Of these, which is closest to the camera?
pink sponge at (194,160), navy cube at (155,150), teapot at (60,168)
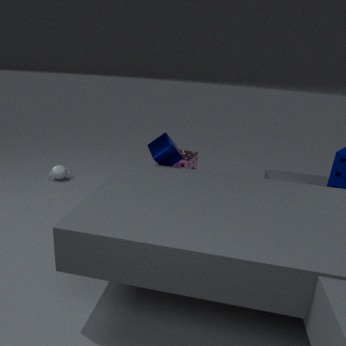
navy cube at (155,150)
